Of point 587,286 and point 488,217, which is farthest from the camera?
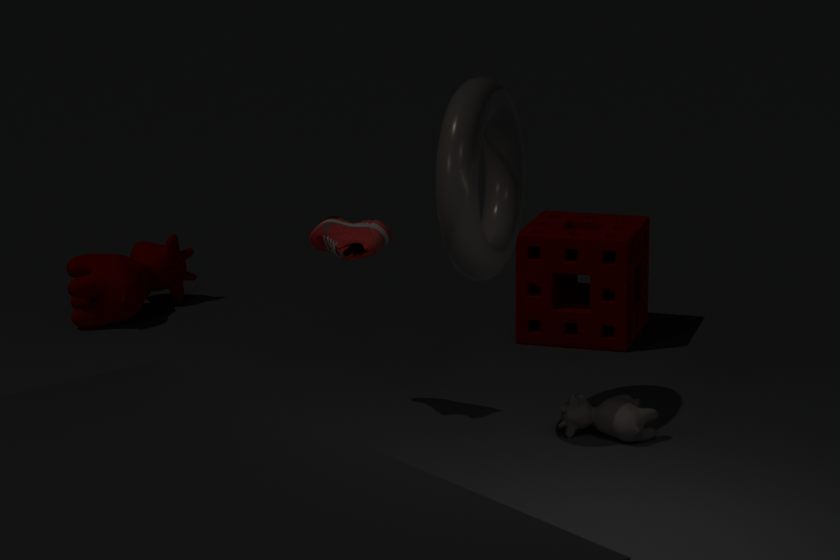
point 587,286
